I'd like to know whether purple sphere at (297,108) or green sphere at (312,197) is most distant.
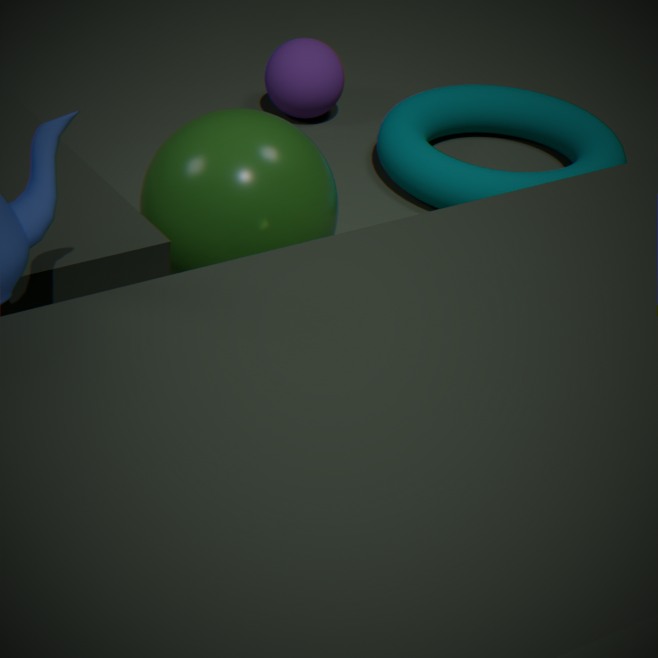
purple sphere at (297,108)
